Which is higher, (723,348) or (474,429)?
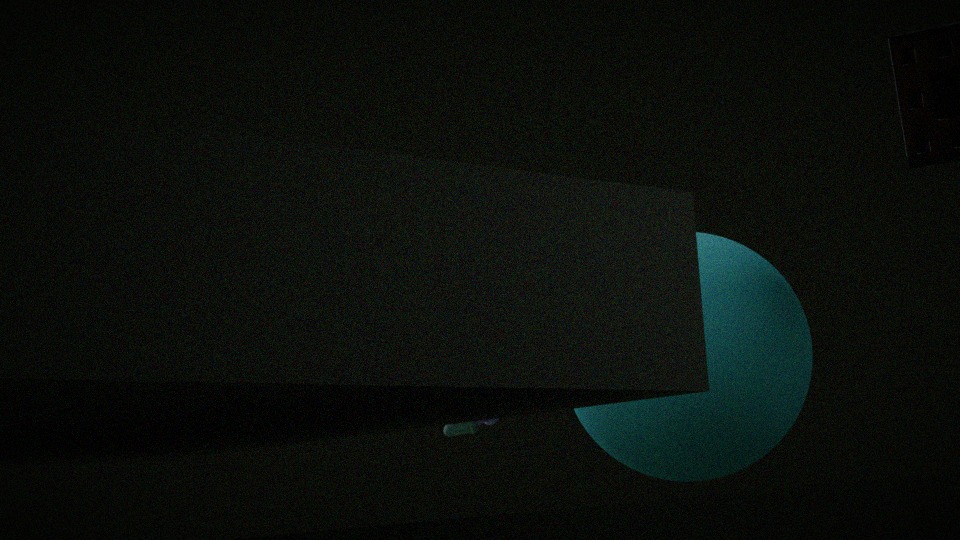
(474,429)
